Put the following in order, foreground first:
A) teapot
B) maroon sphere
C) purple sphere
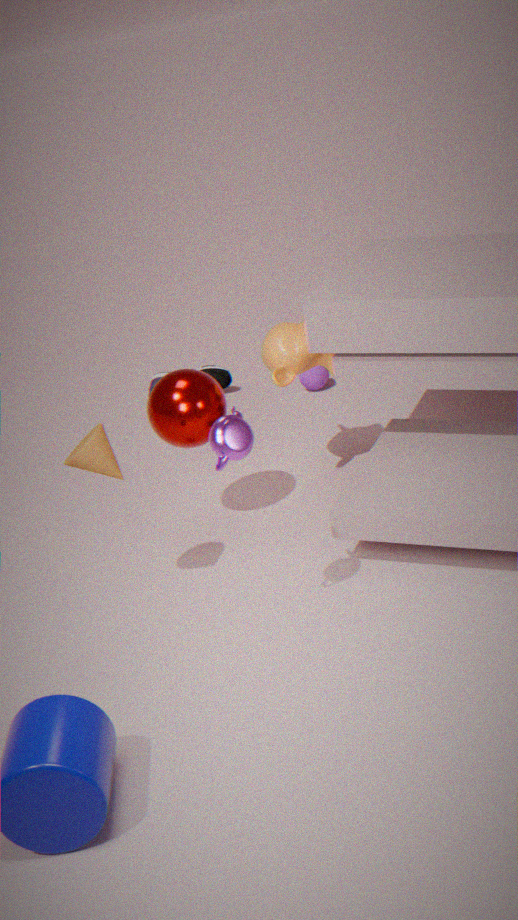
A. teapot < B. maroon sphere < C. purple sphere
